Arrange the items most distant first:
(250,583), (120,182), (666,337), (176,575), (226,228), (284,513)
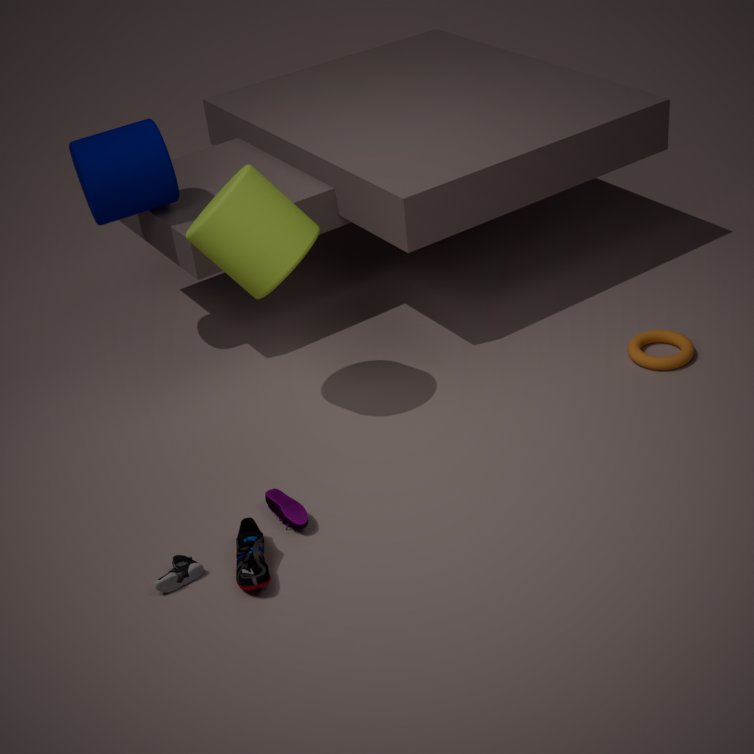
(666,337), (120,182), (226,228), (284,513), (176,575), (250,583)
